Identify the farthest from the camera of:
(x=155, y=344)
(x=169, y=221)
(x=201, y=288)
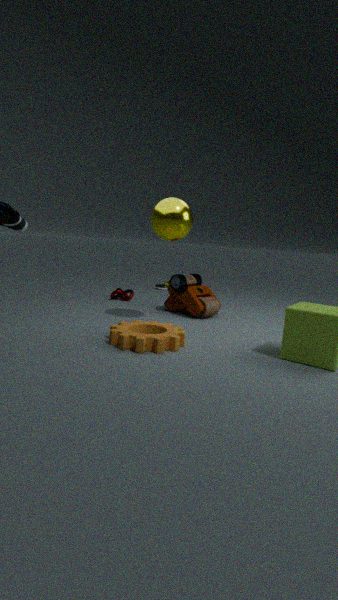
(x=201, y=288)
